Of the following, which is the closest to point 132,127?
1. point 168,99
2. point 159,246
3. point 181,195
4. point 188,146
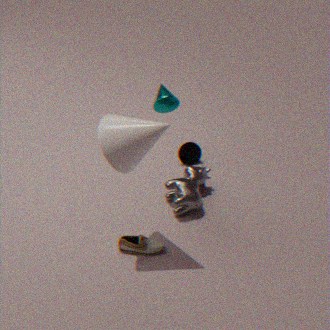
point 168,99
